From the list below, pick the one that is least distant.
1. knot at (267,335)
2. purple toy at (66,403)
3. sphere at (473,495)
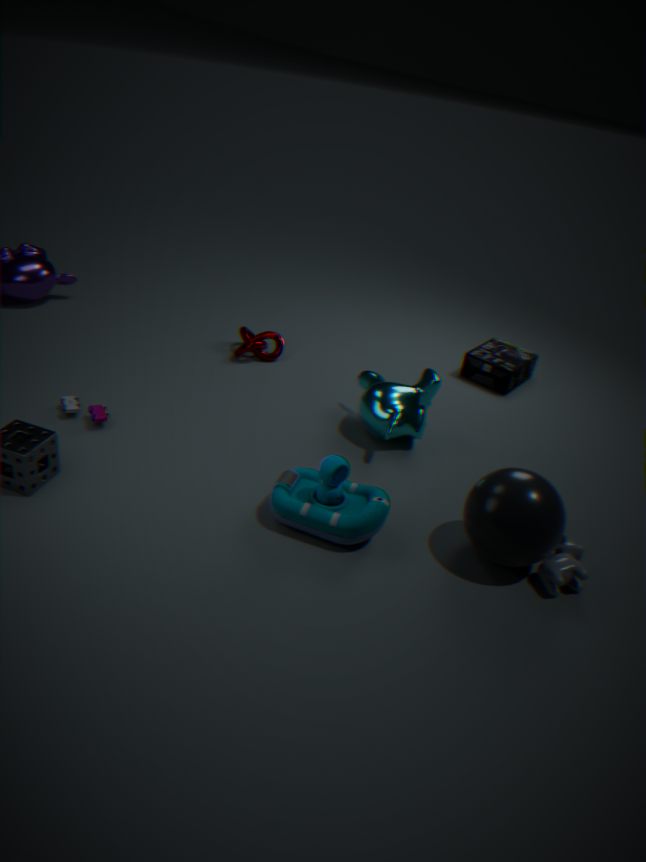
sphere at (473,495)
